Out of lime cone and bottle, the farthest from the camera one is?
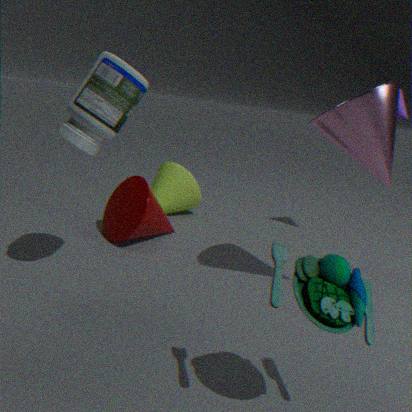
lime cone
